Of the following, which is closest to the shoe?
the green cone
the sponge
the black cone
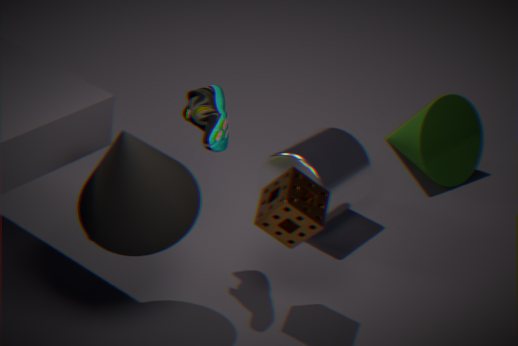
the black cone
